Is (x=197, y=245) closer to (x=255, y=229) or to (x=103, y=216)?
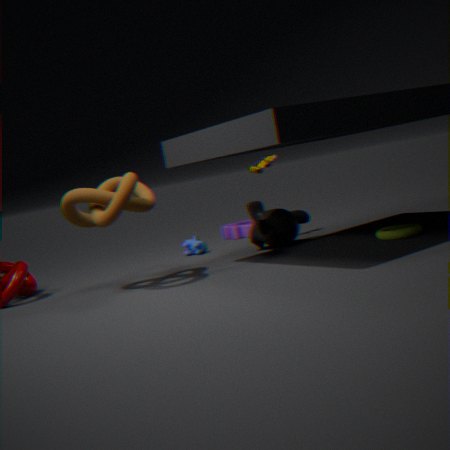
(x=255, y=229)
